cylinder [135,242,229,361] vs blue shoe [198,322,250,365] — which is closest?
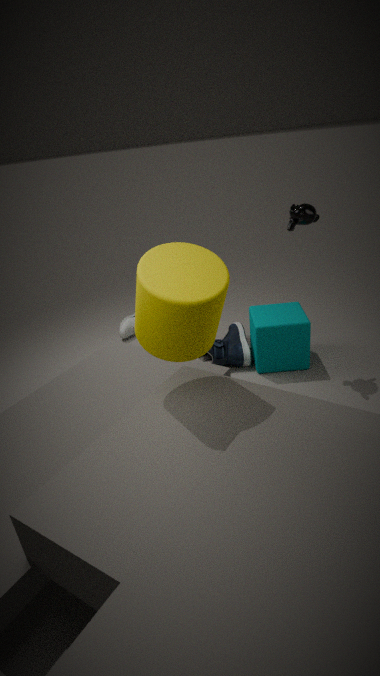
cylinder [135,242,229,361]
